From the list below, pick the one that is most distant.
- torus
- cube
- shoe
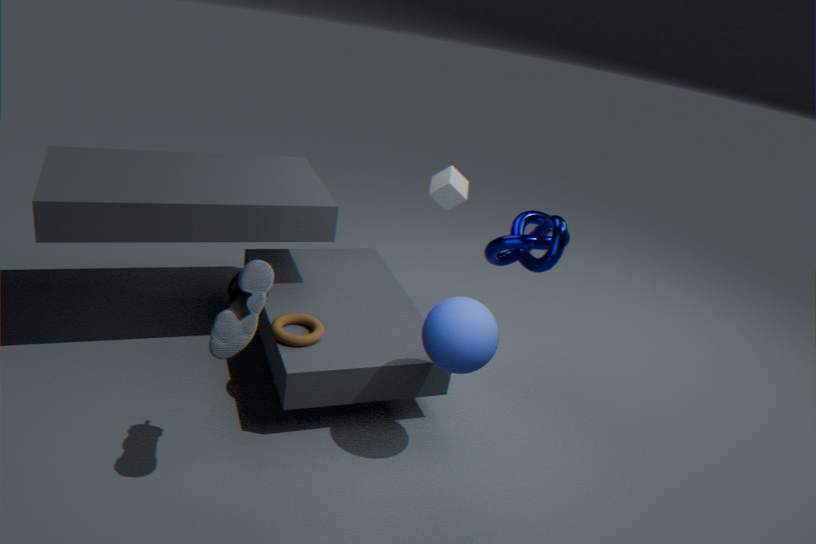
cube
